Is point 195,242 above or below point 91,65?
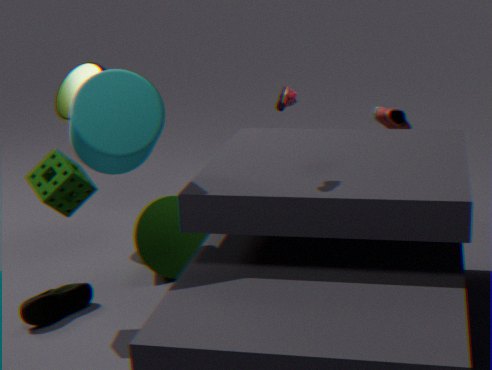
below
